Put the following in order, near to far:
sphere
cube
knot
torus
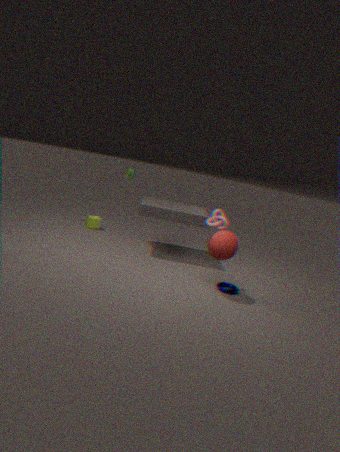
sphere → torus → knot → cube
